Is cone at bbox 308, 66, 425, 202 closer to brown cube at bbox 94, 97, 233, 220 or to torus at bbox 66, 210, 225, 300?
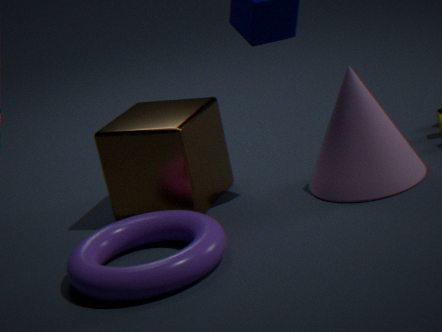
brown cube at bbox 94, 97, 233, 220
